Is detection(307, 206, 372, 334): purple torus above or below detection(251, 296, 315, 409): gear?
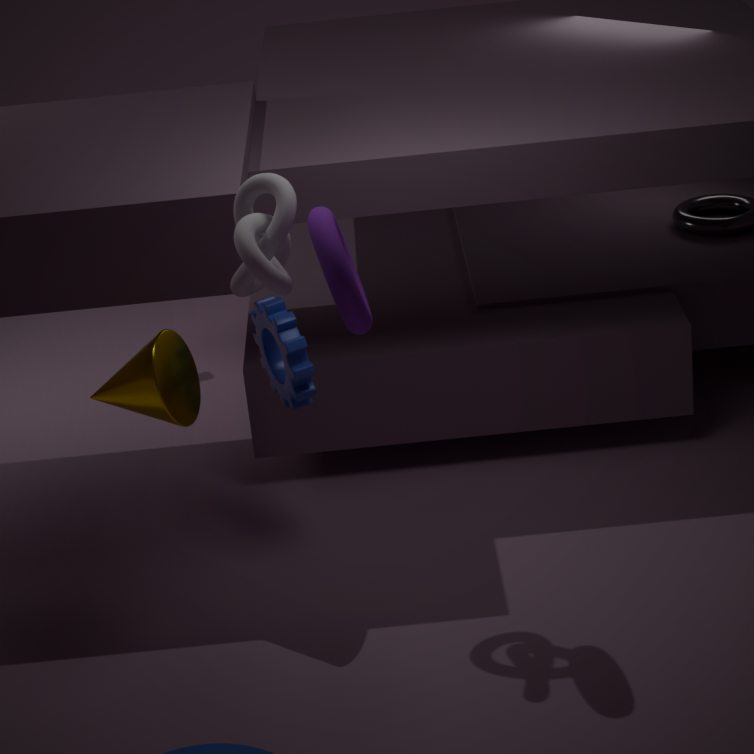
above
